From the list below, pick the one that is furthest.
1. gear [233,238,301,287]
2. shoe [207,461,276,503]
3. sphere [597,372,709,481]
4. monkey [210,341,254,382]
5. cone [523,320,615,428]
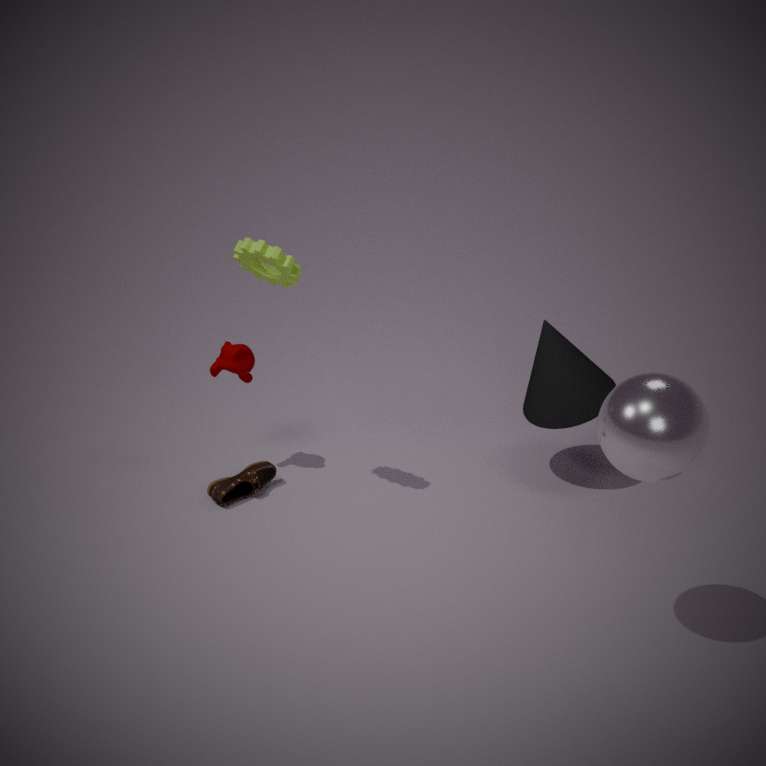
cone [523,320,615,428]
